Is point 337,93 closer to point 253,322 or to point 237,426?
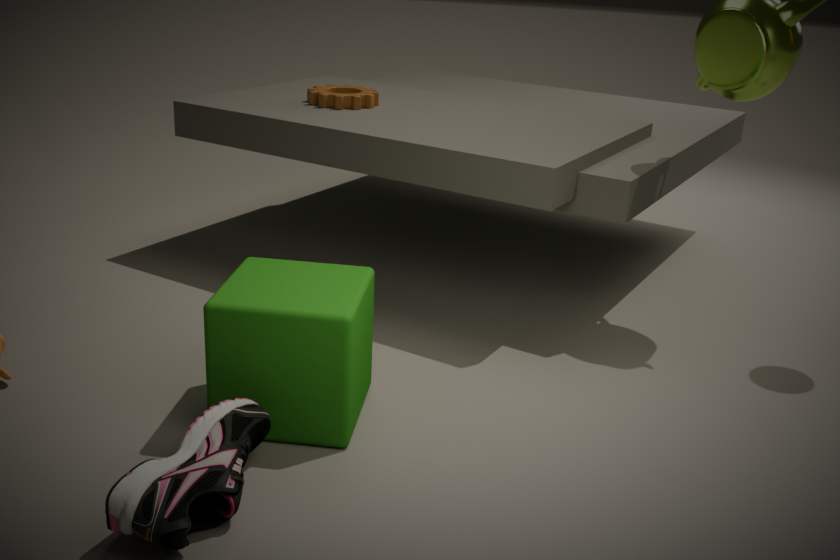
point 253,322
